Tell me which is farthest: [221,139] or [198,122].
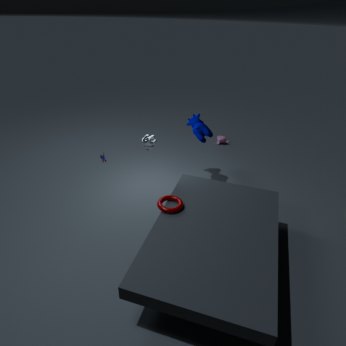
[221,139]
